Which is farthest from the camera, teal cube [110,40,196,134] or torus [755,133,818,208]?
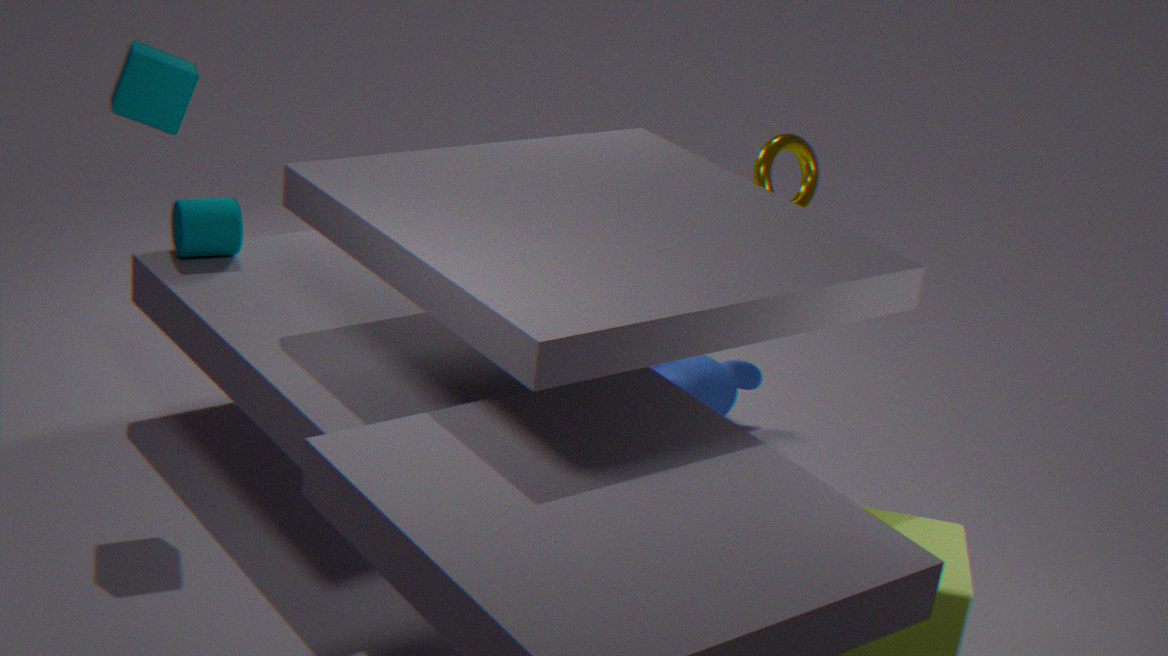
torus [755,133,818,208]
